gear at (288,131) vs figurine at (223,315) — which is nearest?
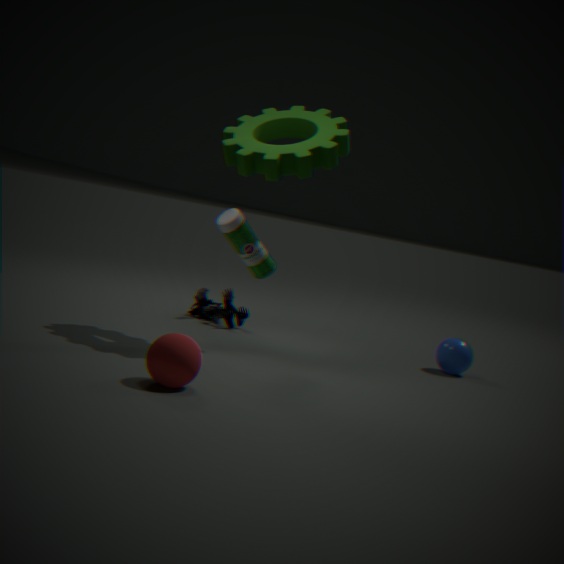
gear at (288,131)
